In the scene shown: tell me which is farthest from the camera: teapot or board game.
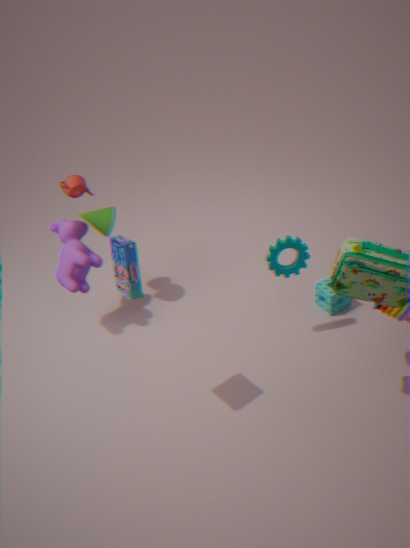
teapot
